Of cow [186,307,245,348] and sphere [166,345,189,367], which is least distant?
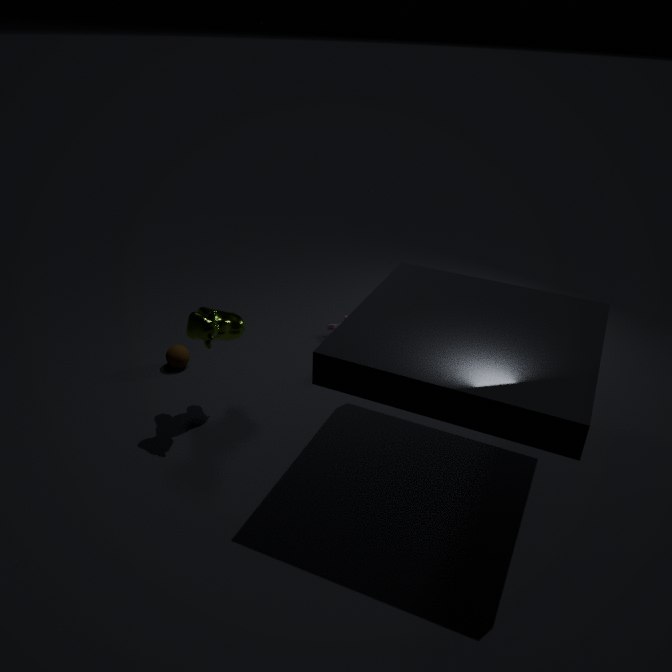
cow [186,307,245,348]
